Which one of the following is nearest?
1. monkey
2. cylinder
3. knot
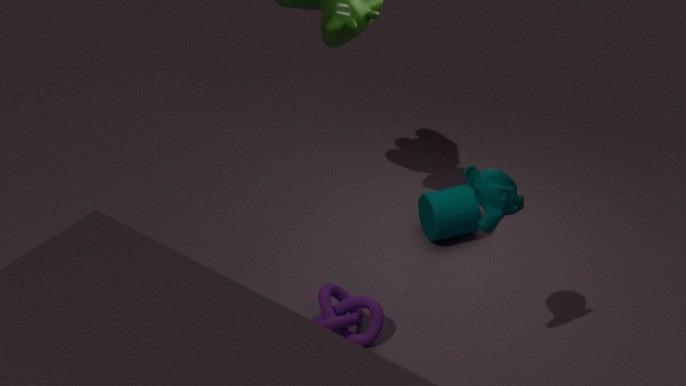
monkey
